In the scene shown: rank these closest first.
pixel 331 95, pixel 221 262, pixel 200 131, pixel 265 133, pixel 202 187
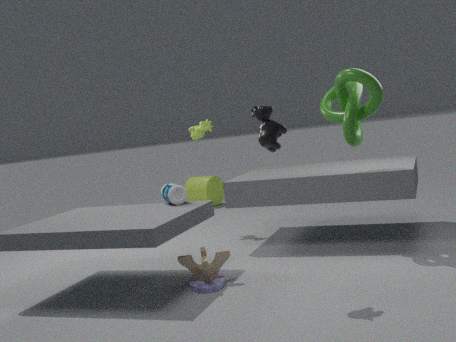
pixel 265 133
pixel 221 262
pixel 331 95
pixel 200 131
pixel 202 187
